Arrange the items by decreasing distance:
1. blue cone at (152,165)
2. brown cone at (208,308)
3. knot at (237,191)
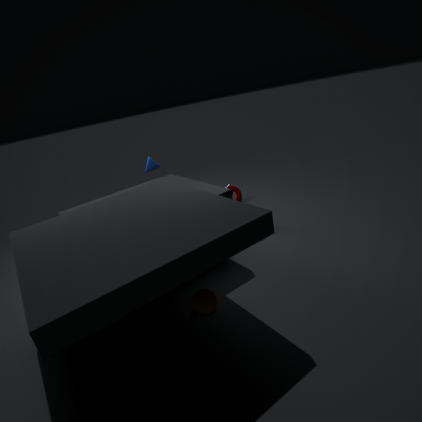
knot at (237,191) → blue cone at (152,165) → brown cone at (208,308)
